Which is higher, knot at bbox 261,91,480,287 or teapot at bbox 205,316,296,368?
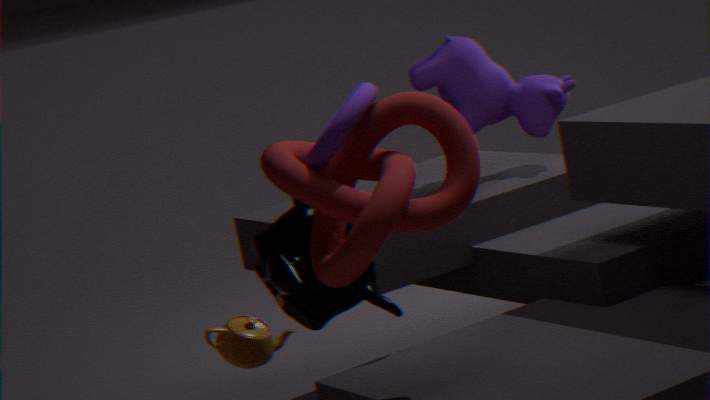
knot at bbox 261,91,480,287
